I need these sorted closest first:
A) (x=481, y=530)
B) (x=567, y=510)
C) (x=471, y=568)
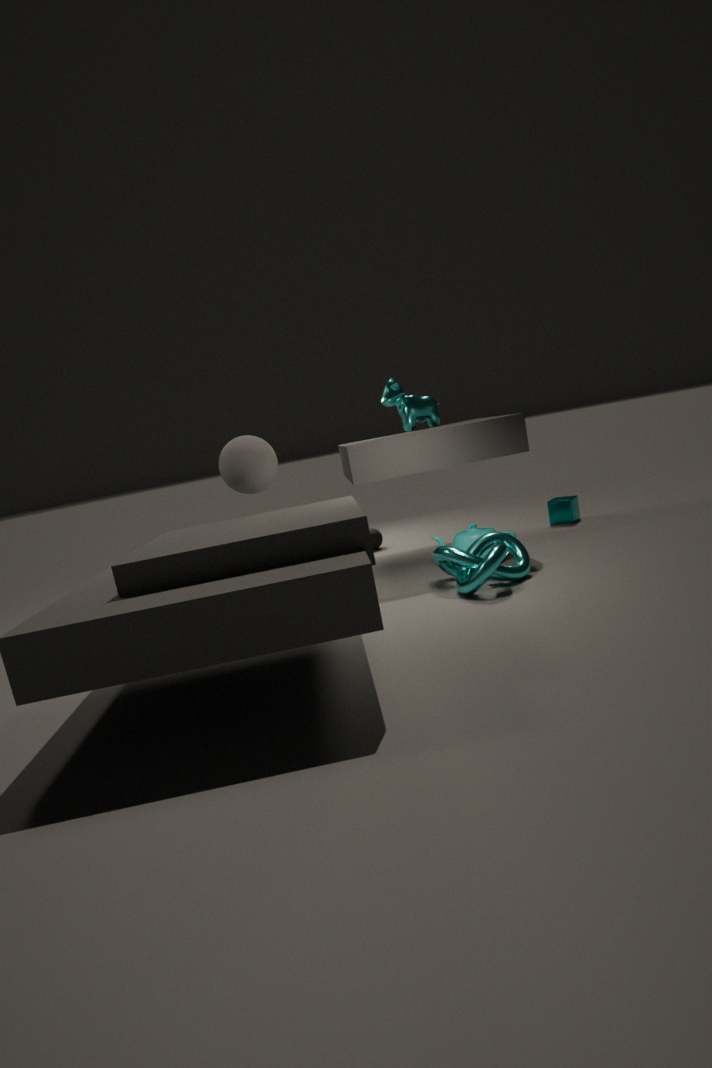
(x=471, y=568) → (x=481, y=530) → (x=567, y=510)
